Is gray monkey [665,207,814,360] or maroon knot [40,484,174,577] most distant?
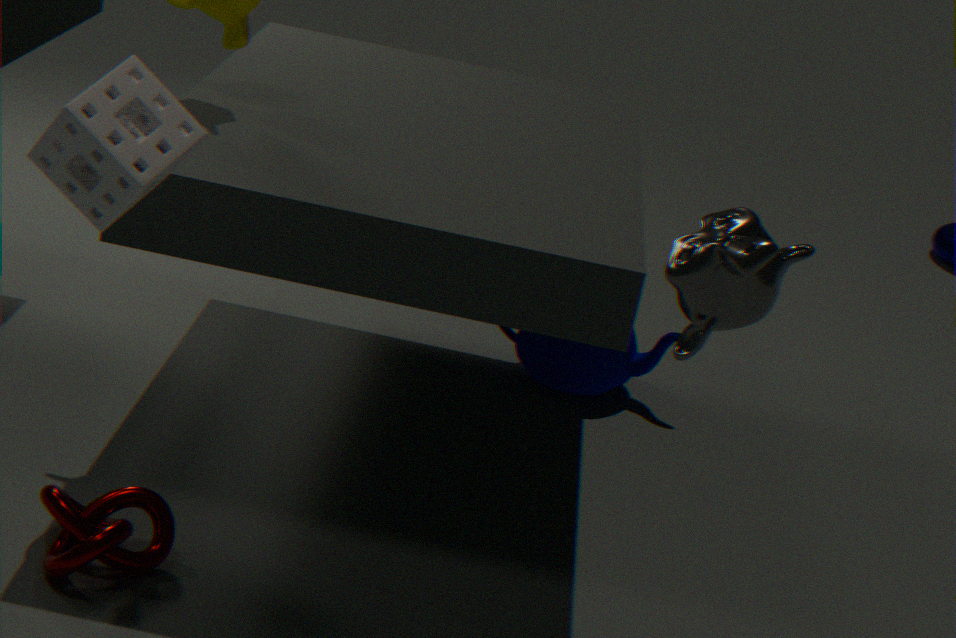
maroon knot [40,484,174,577]
